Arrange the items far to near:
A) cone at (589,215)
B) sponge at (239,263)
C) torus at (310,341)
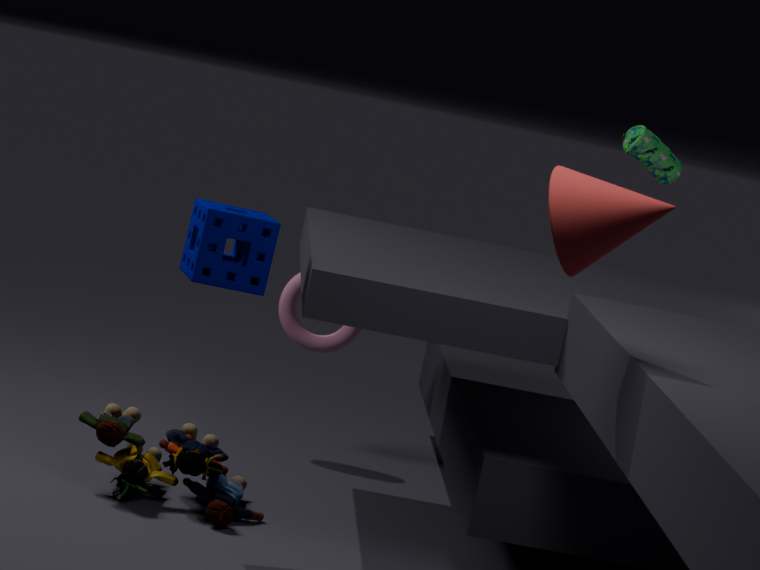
torus at (310,341)
sponge at (239,263)
cone at (589,215)
